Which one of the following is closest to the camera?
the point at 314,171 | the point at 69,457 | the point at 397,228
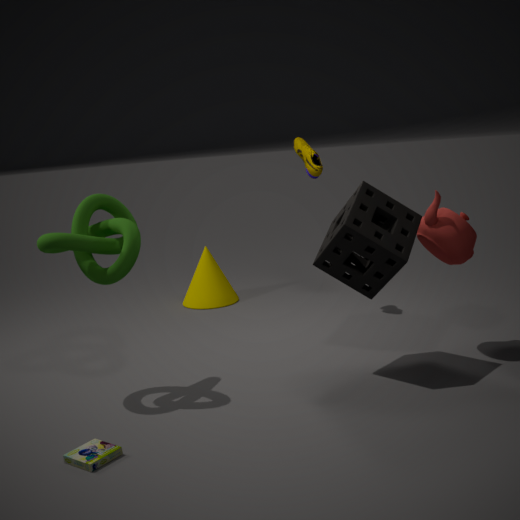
the point at 69,457
